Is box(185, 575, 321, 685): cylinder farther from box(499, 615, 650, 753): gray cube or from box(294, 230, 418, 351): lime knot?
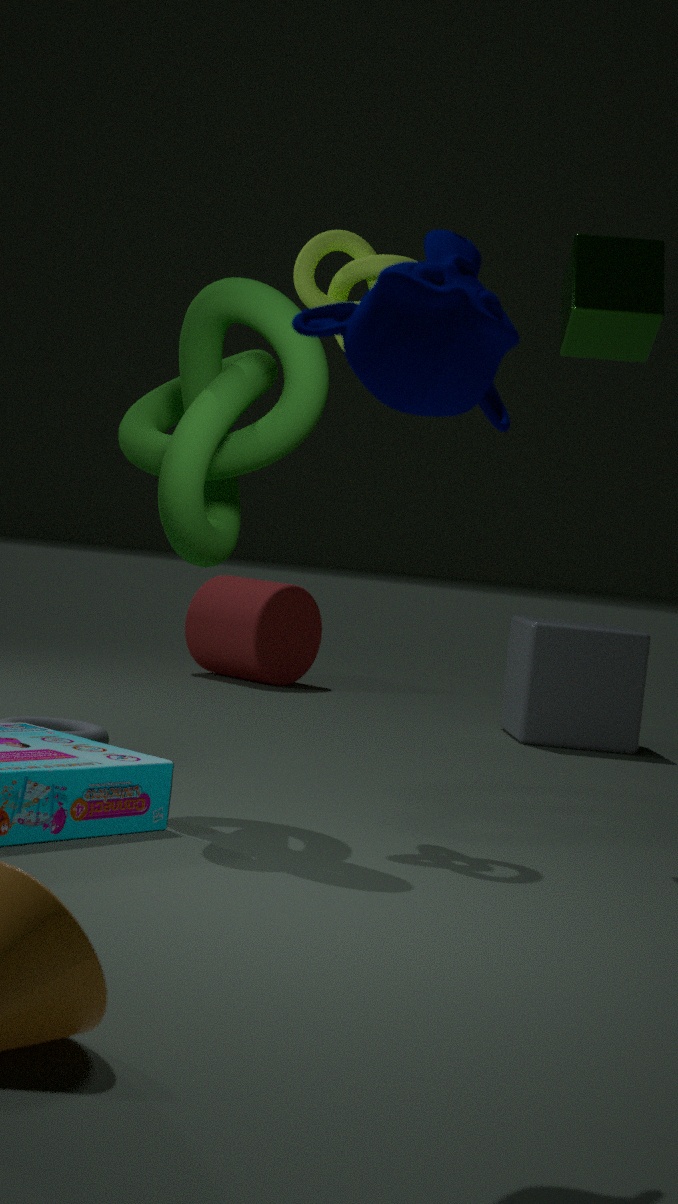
box(294, 230, 418, 351): lime knot
